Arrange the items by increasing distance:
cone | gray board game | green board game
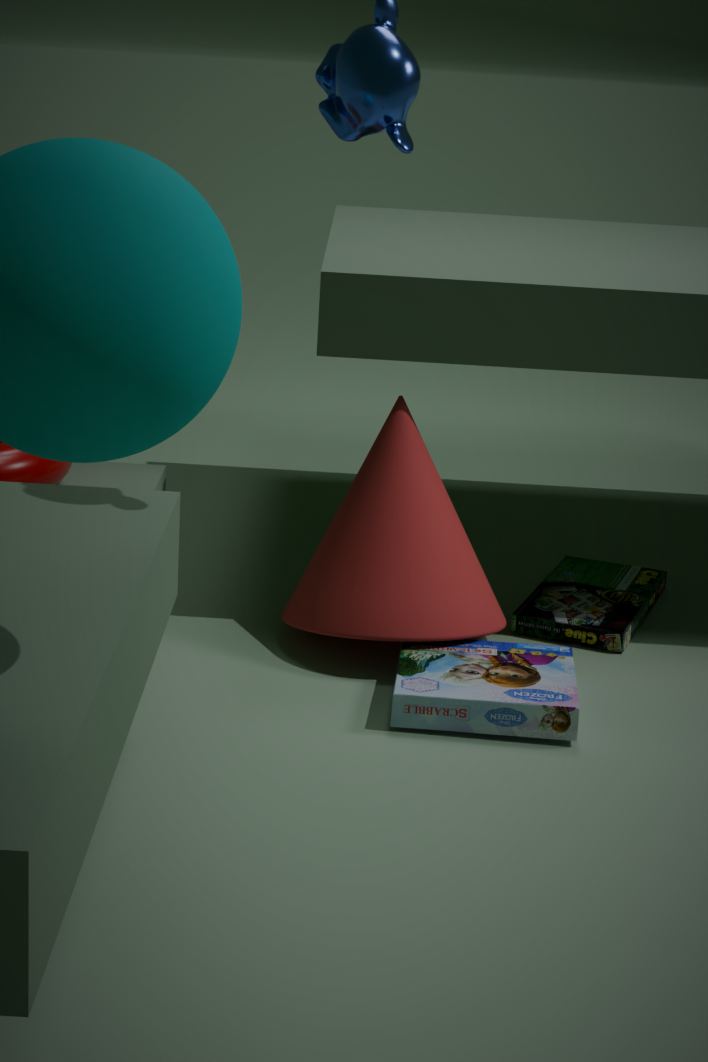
1. gray board game
2. cone
3. green board game
